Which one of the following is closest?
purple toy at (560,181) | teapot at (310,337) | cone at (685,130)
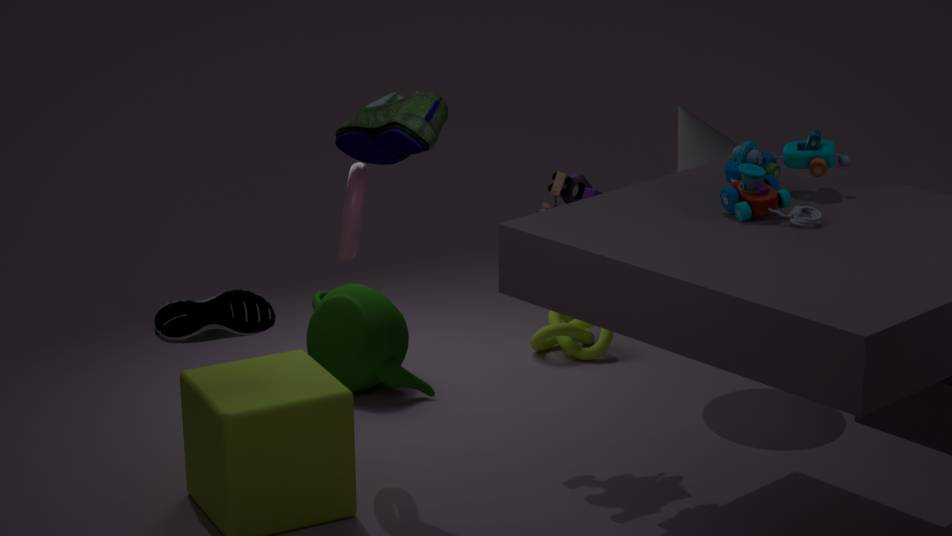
purple toy at (560,181)
